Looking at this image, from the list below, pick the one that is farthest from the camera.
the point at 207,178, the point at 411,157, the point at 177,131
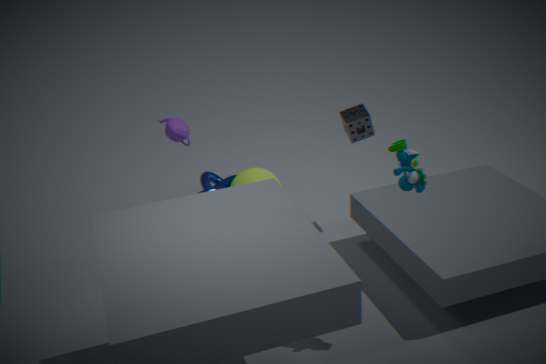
the point at 207,178
